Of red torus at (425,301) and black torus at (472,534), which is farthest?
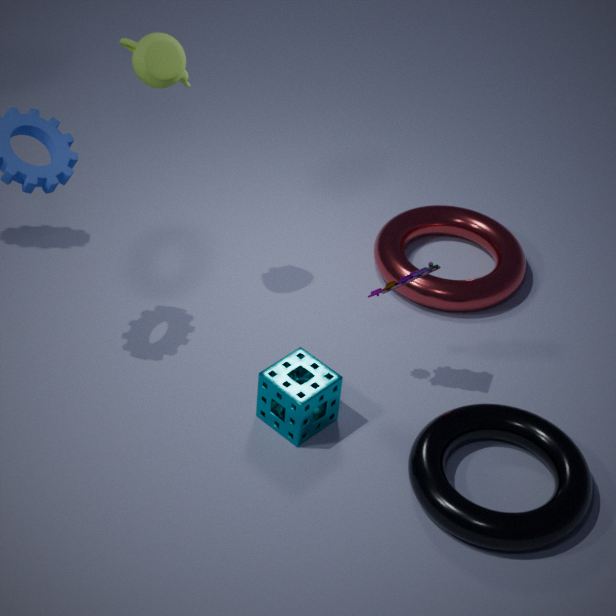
red torus at (425,301)
